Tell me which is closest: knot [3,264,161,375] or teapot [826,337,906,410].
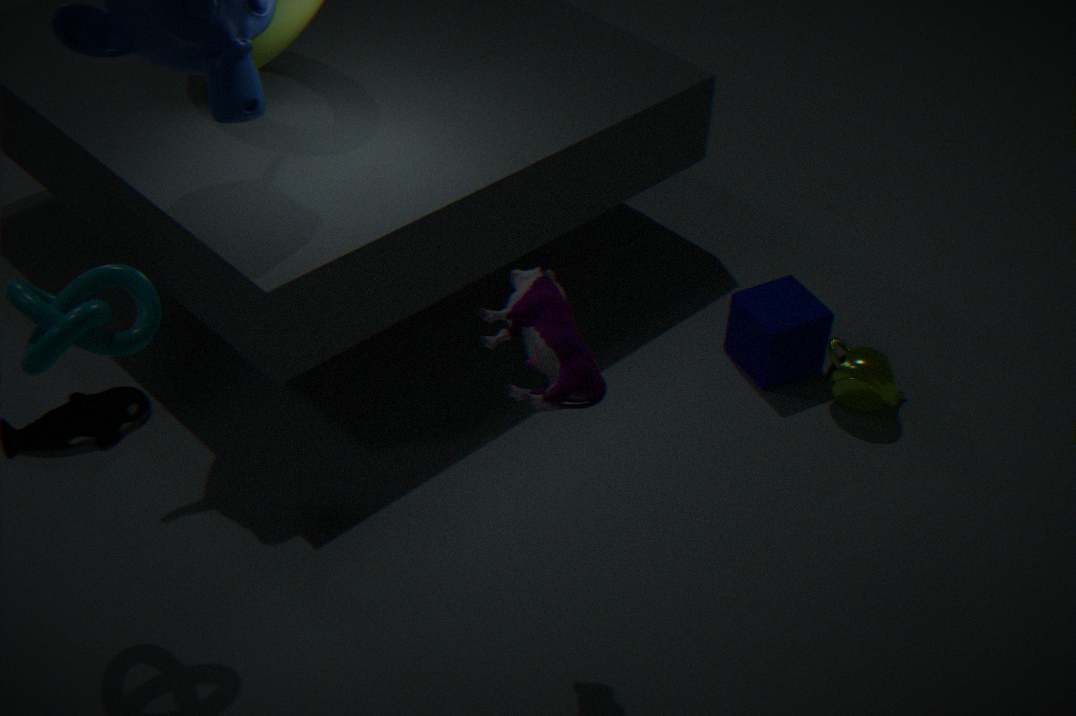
knot [3,264,161,375]
